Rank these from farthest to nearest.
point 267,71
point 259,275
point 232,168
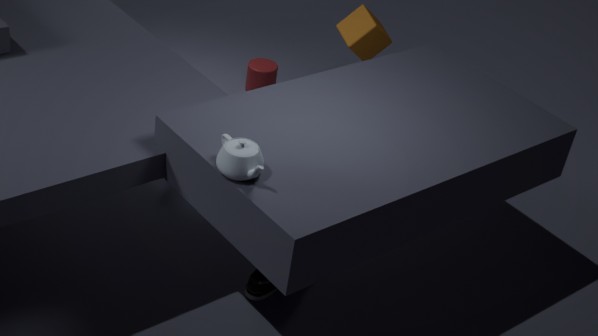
point 267,71, point 259,275, point 232,168
